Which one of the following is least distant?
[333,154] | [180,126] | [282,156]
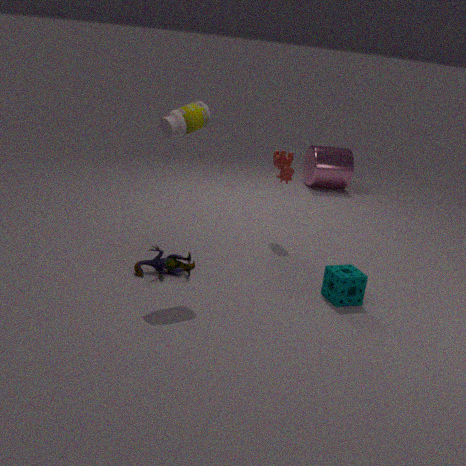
[180,126]
